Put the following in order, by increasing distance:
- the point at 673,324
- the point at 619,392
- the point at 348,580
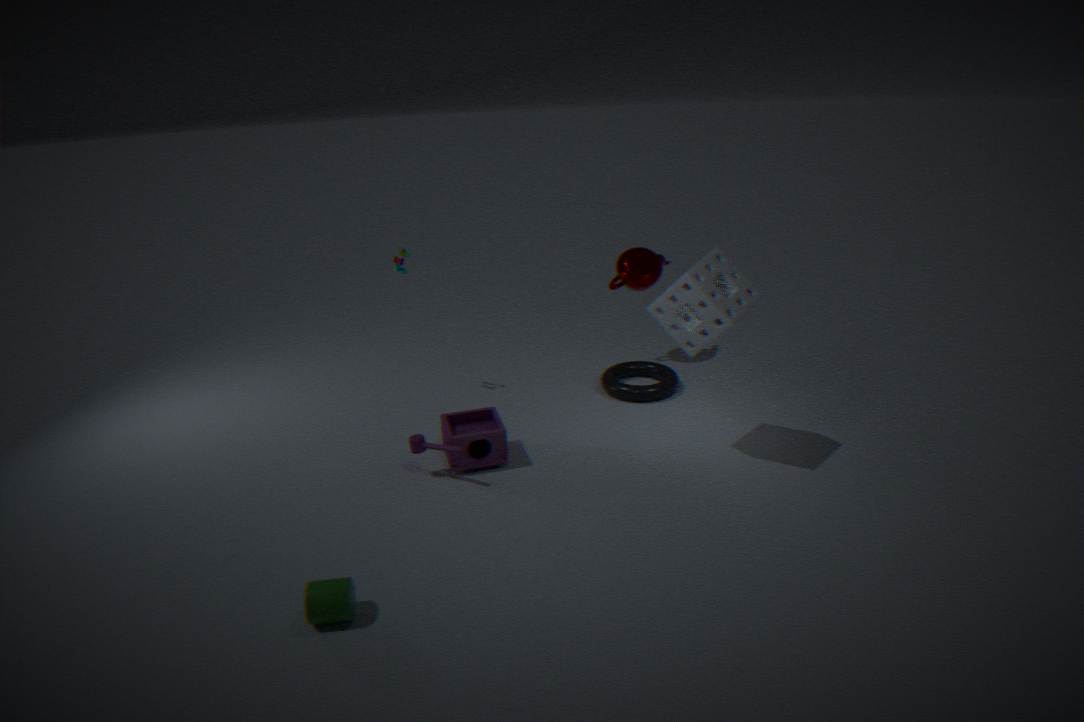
the point at 348,580 → the point at 673,324 → the point at 619,392
